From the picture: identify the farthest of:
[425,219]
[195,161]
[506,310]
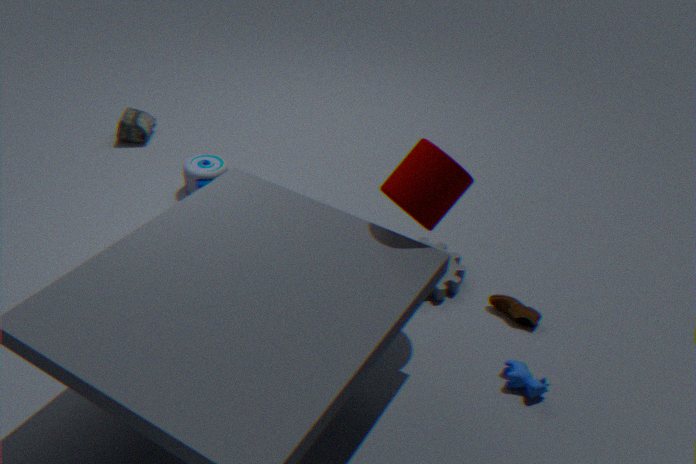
[195,161]
